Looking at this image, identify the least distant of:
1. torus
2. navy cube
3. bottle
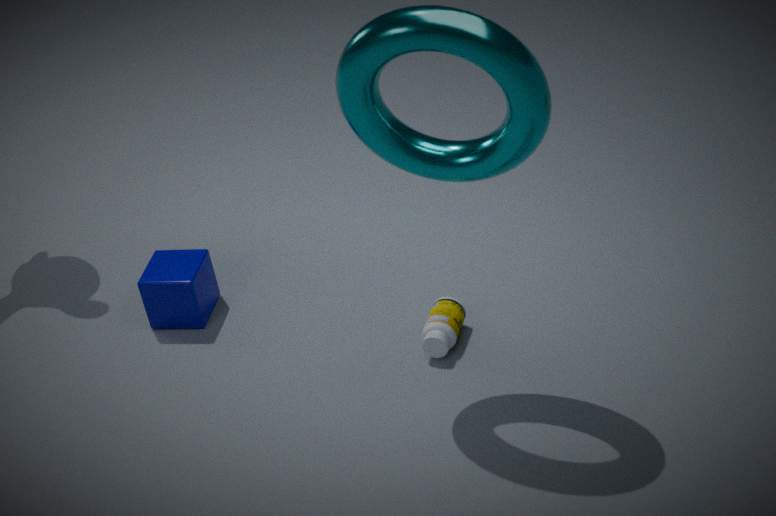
torus
